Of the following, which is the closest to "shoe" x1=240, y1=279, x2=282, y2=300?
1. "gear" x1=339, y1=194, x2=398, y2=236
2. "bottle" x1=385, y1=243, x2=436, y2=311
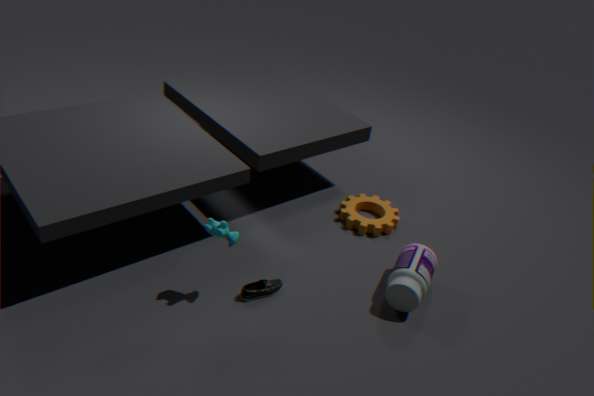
"bottle" x1=385, y1=243, x2=436, y2=311
